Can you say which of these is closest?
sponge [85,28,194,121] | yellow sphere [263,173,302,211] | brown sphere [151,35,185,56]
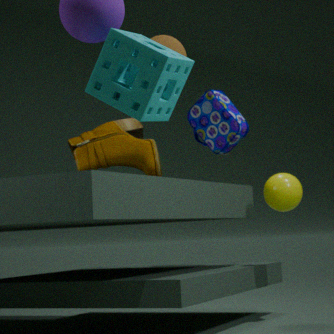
sponge [85,28,194,121]
